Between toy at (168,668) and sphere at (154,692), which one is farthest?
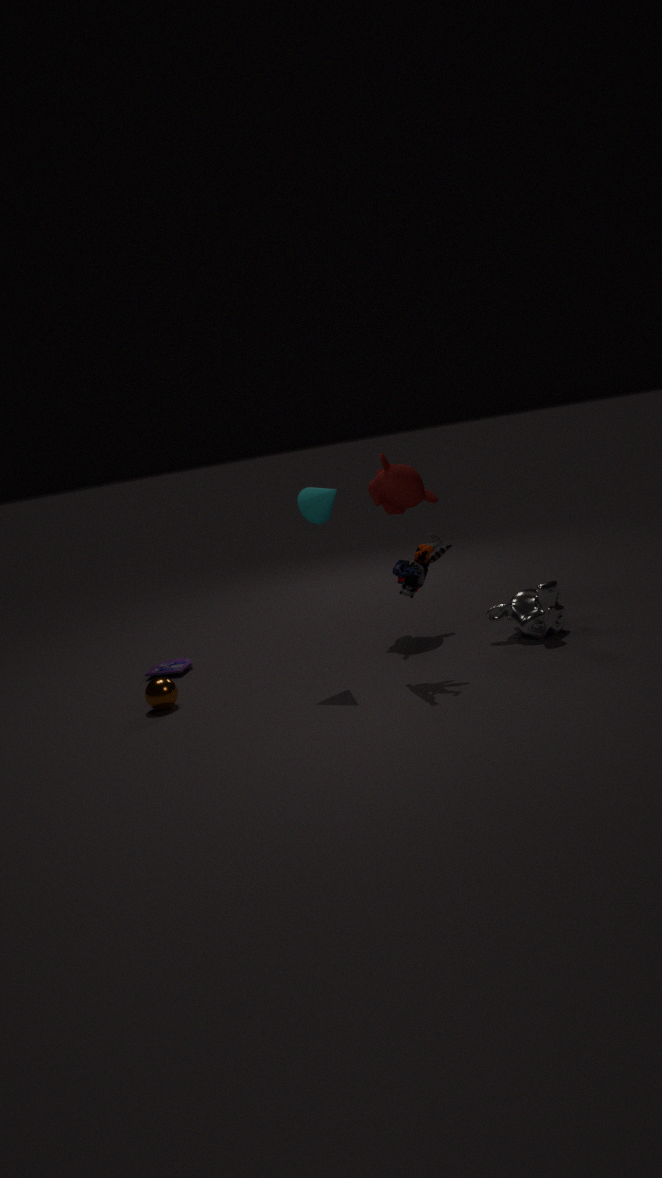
toy at (168,668)
